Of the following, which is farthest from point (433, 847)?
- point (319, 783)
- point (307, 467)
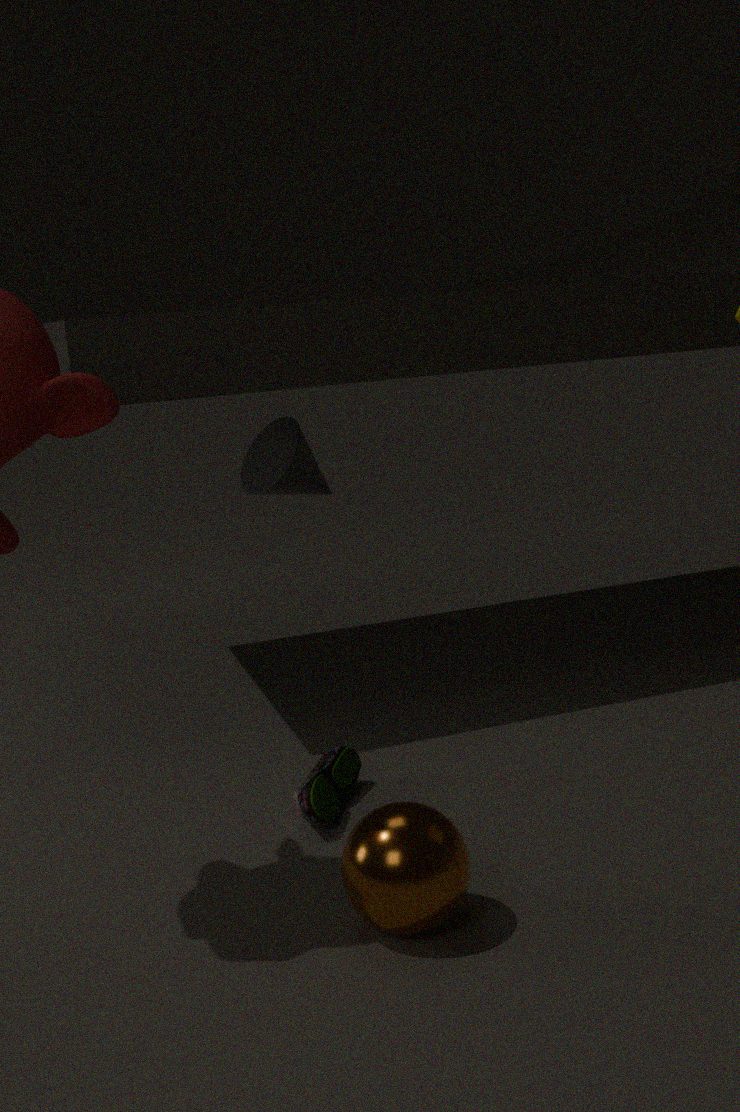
point (307, 467)
